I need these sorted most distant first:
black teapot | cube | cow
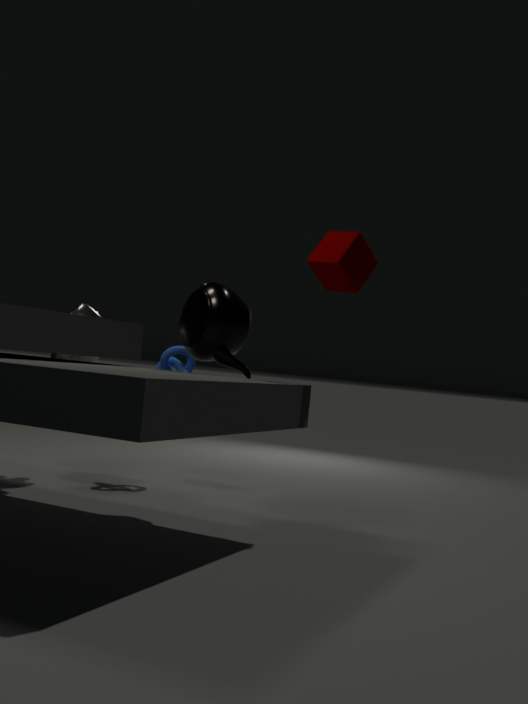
cow → black teapot → cube
